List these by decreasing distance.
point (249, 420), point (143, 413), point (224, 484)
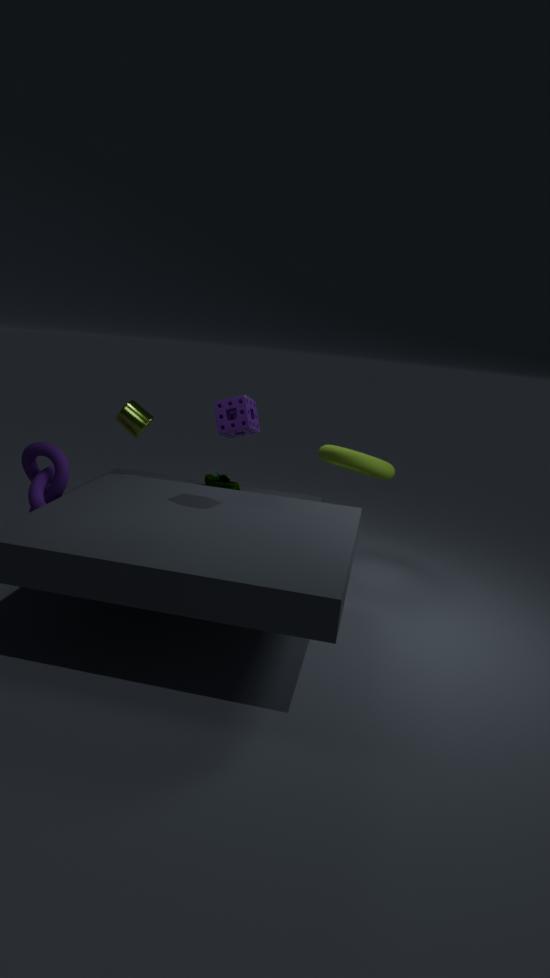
point (224, 484), point (143, 413), point (249, 420)
